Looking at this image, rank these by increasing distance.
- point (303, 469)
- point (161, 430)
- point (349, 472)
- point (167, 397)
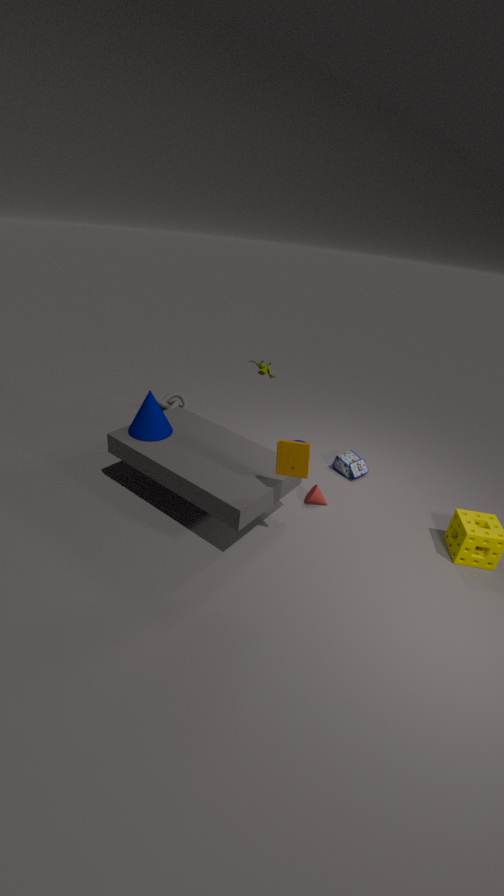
1. point (303, 469)
2. point (161, 430)
3. point (349, 472)
4. point (167, 397)
